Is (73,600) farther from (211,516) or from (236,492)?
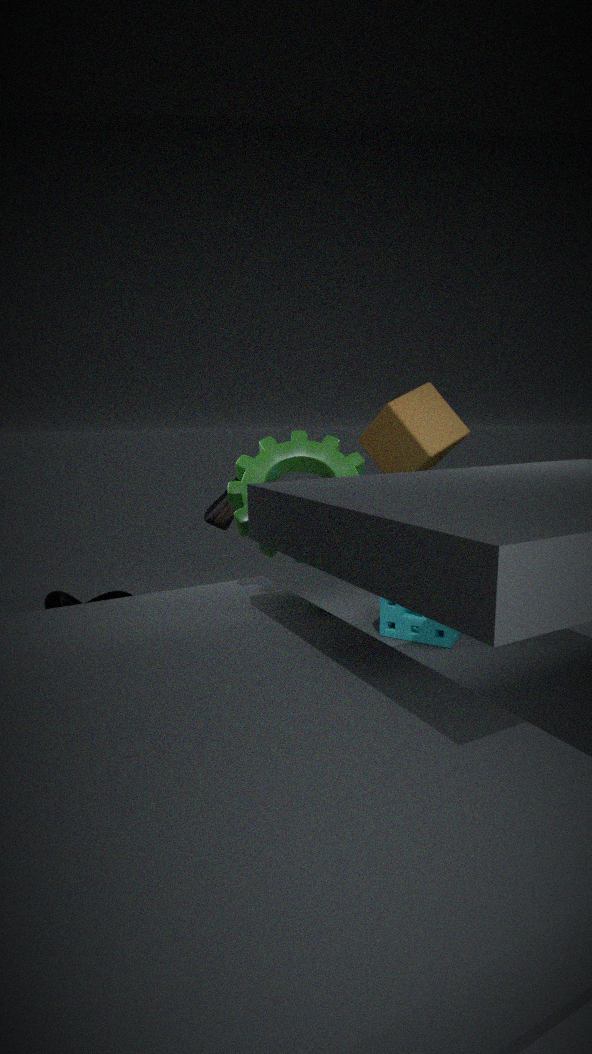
(236,492)
